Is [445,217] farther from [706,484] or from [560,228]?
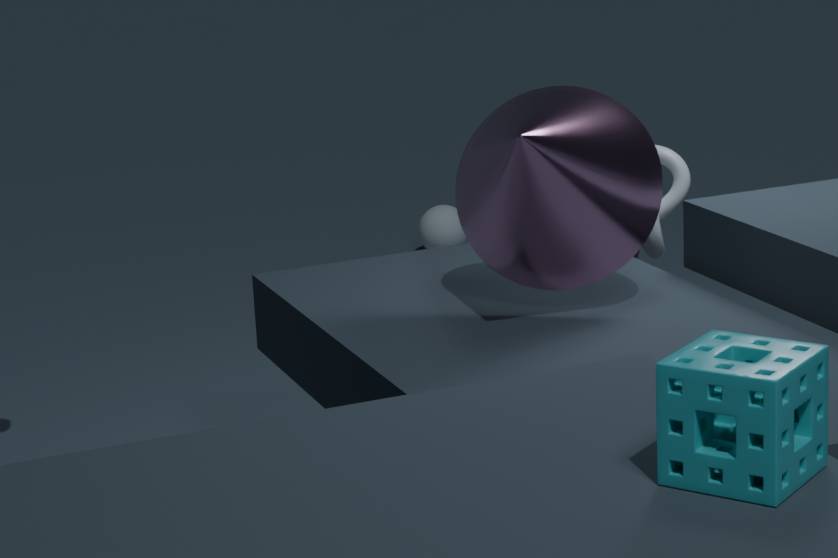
[706,484]
